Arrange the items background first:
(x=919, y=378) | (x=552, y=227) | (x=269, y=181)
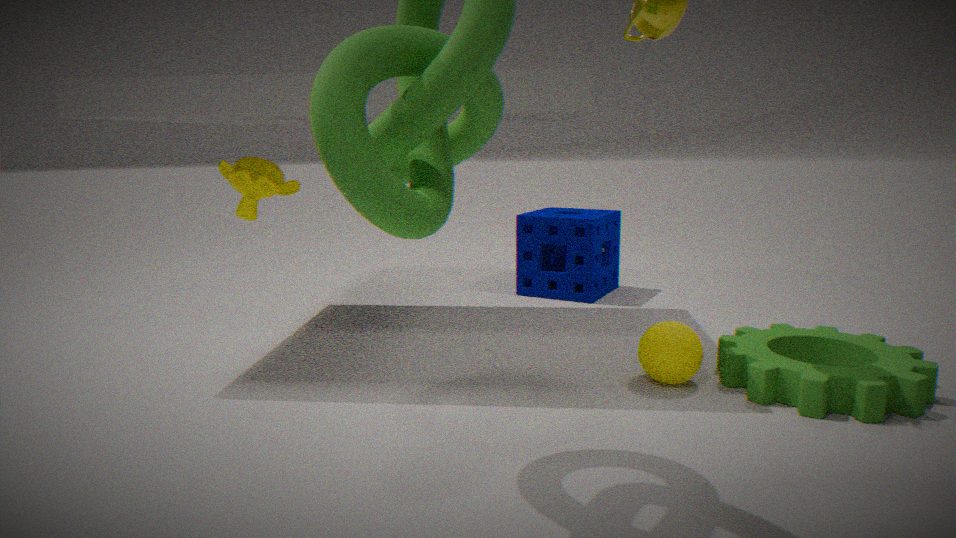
1. (x=552, y=227)
2. (x=269, y=181)
3. (x=919, y=378)
